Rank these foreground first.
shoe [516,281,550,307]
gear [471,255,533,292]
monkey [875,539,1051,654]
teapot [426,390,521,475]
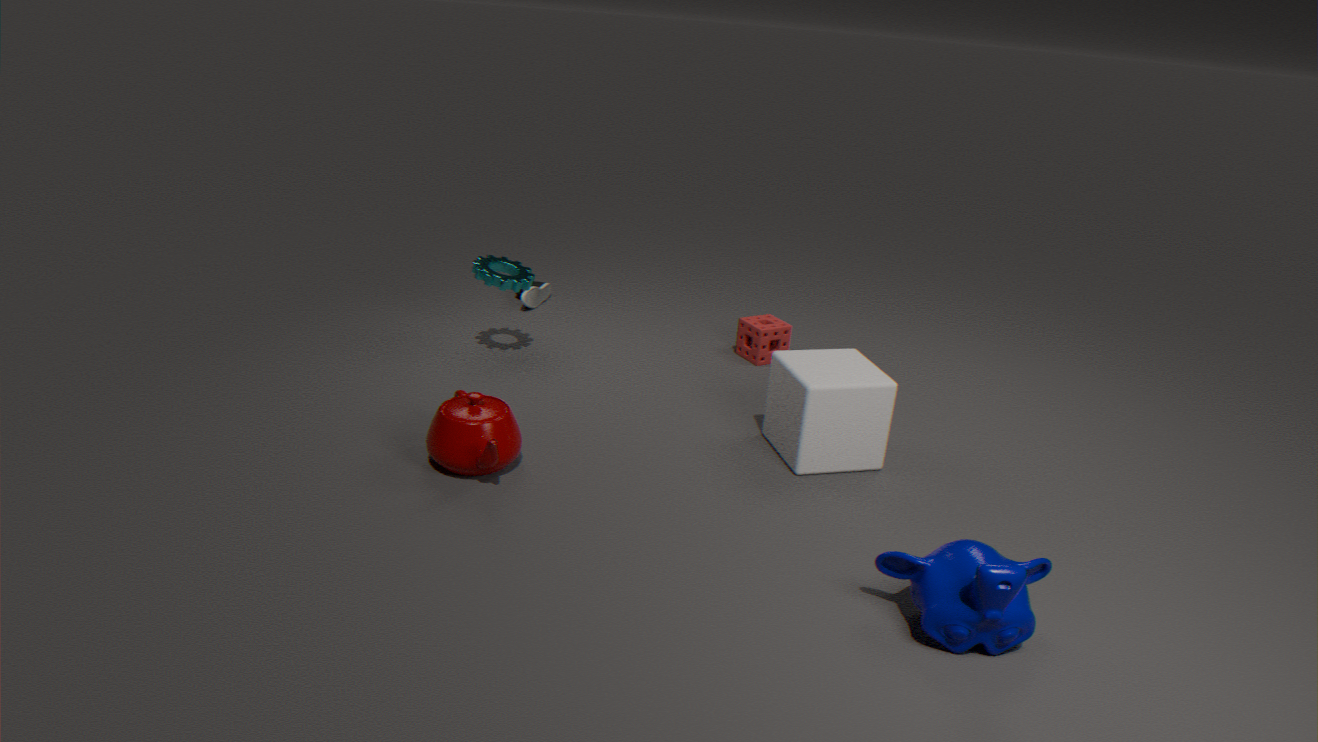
monkey [875,539,1051,654] < teapot [426,390,521,475] < gear [471,255,533,292] < shoe [516,281,550,307]
